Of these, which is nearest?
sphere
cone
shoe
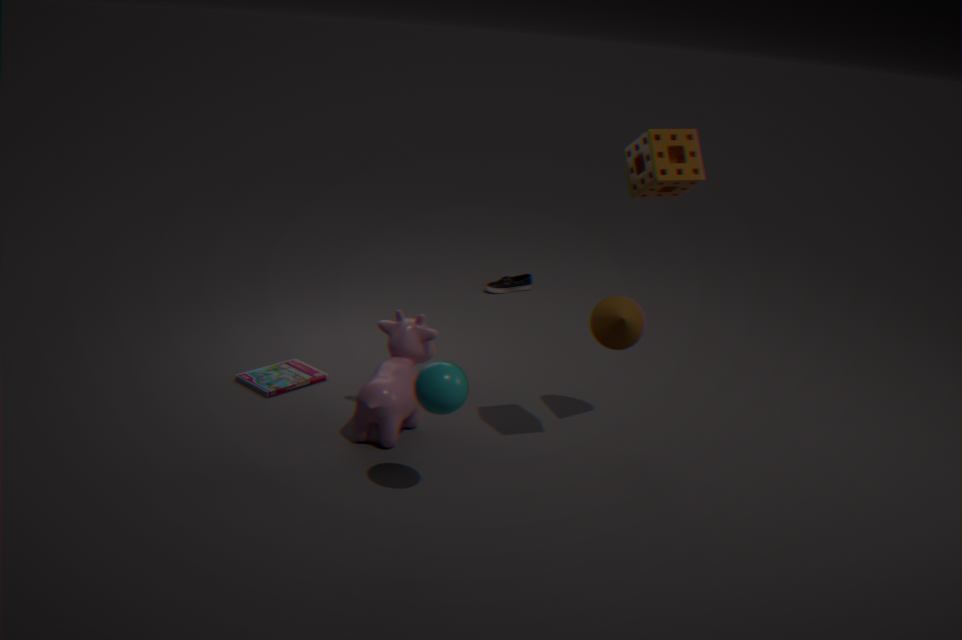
sphere
